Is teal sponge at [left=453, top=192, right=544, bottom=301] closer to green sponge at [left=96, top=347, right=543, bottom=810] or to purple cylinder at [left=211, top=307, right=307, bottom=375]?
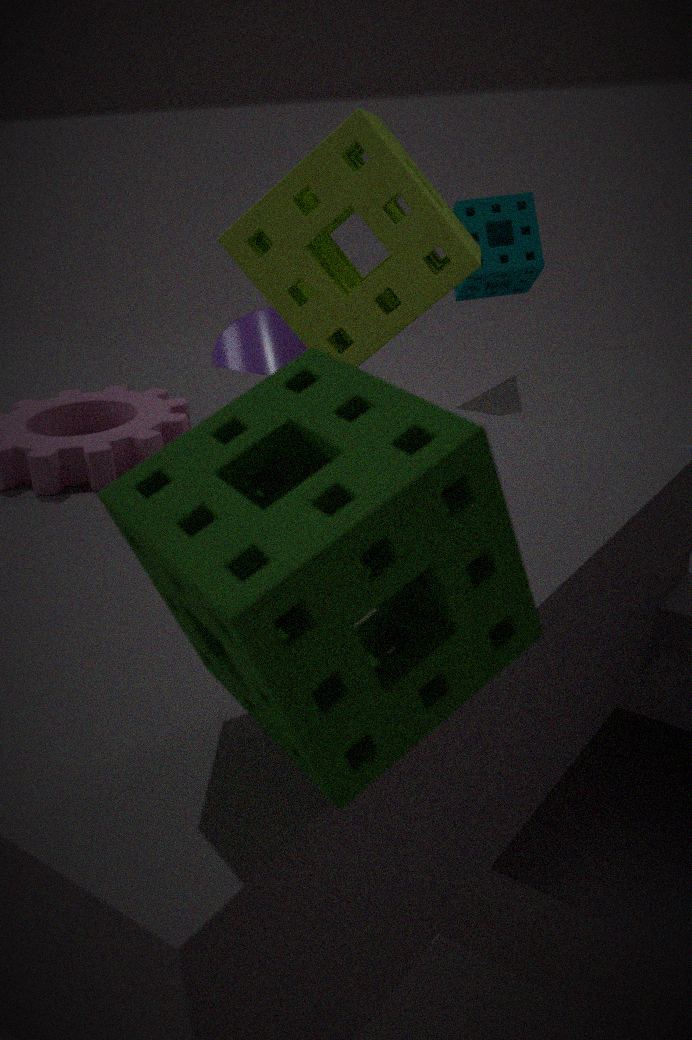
purple cylinder at [left=211, top=307, right=307, bottom=375]
